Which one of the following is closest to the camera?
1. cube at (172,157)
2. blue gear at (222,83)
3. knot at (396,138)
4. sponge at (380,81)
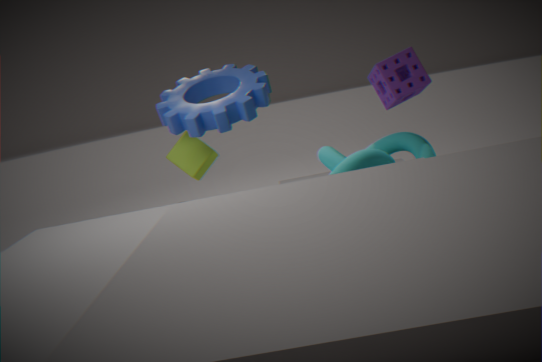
knot at (396,138)
